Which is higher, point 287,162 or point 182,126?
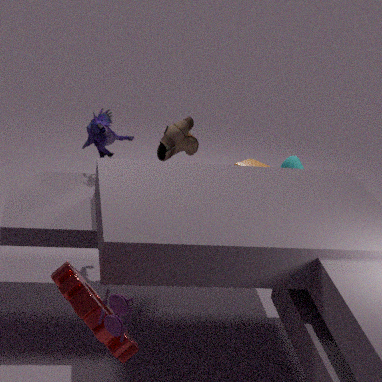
point 182,126
